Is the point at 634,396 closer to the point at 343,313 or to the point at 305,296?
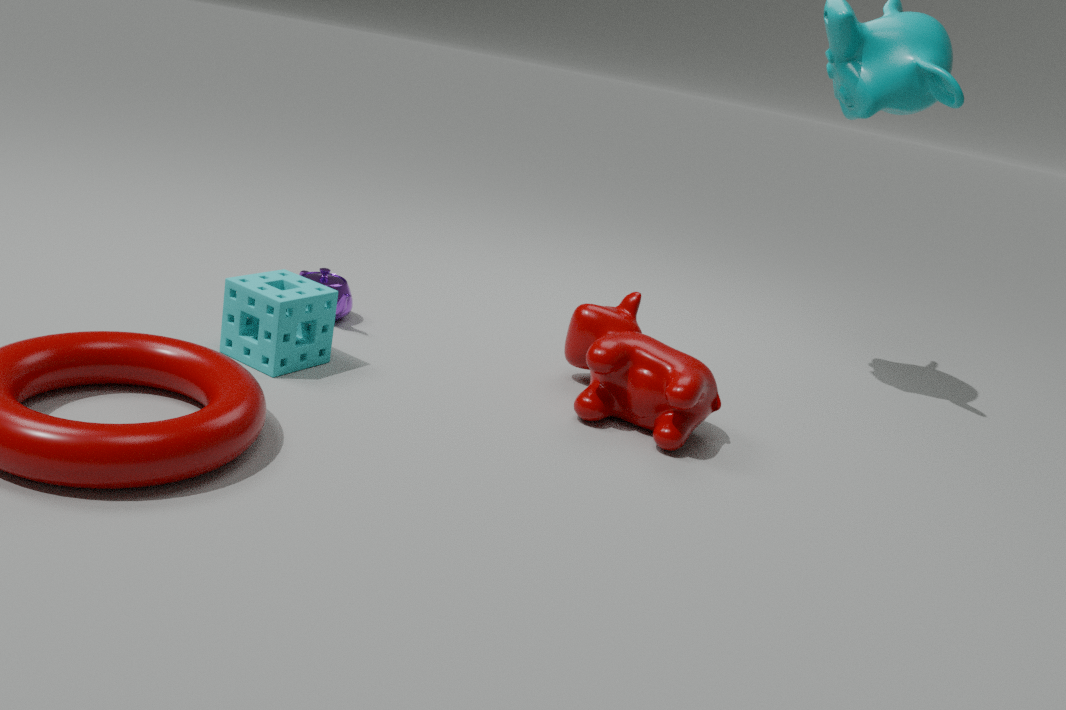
the point at 305,296
